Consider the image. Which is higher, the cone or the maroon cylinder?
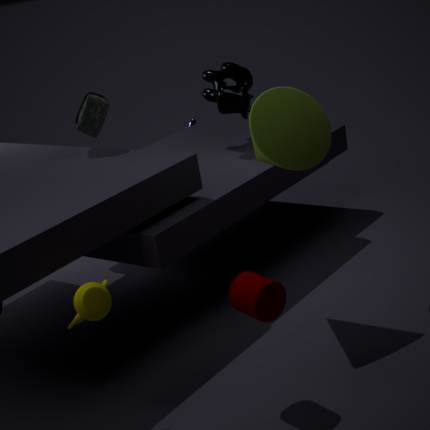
the cone
